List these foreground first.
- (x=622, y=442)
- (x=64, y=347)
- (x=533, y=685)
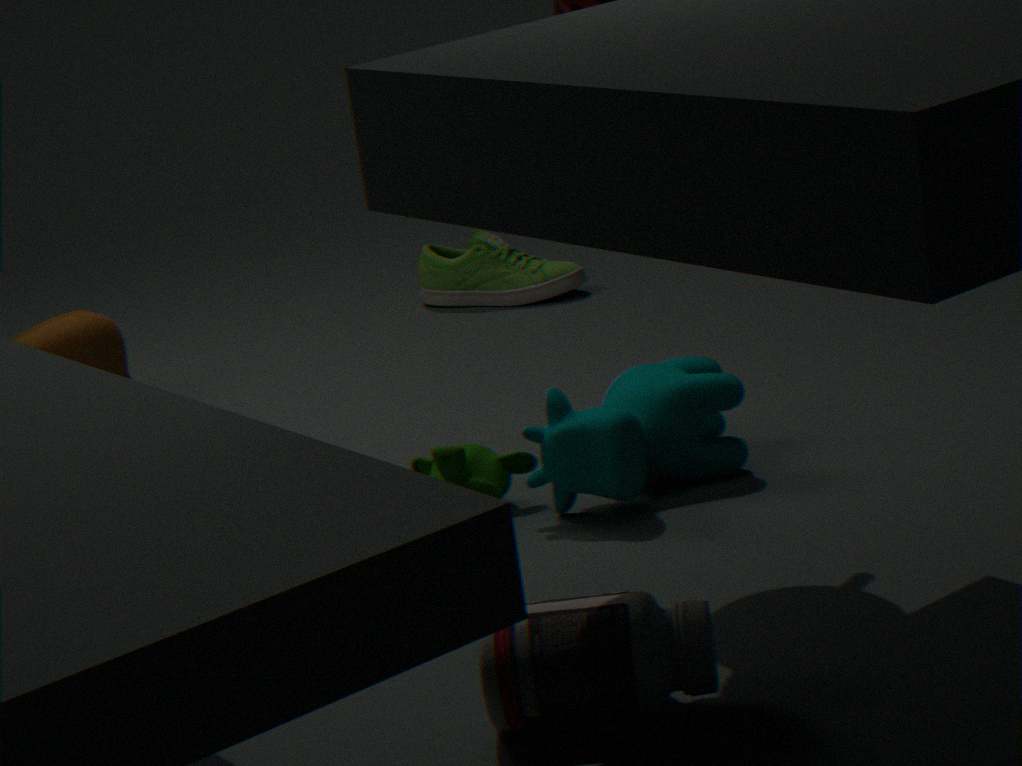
1. (x=533, y=685)
2. (x=622, y=442)
3. (x=64, y=347)
